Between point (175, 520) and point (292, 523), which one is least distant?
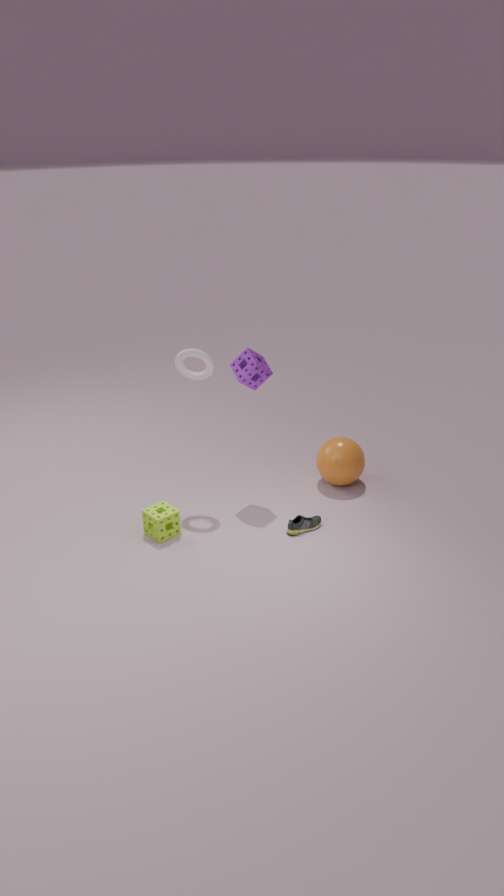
point (175, 520)
